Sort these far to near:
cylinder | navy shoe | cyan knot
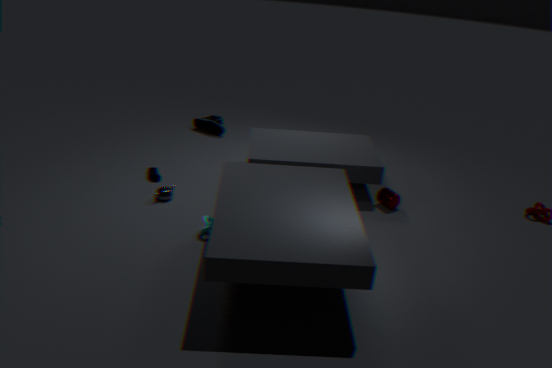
navy shoe
cylinder
cyan knot
